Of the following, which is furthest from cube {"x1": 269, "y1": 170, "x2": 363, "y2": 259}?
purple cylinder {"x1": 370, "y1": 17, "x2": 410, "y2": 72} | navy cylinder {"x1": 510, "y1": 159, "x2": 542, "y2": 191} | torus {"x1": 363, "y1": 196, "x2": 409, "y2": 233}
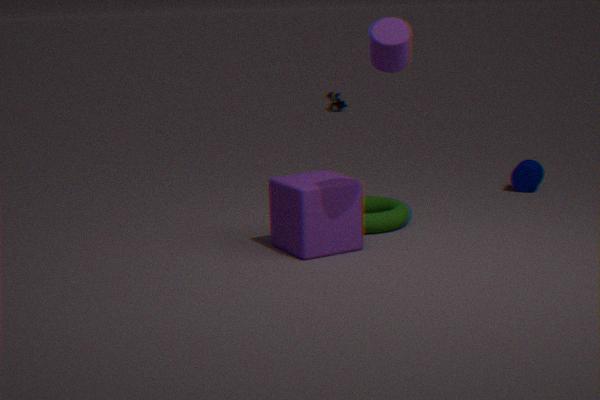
navy cylinder {"x1": 510, "y1": 159, "x2": 542, "y2": 191}
